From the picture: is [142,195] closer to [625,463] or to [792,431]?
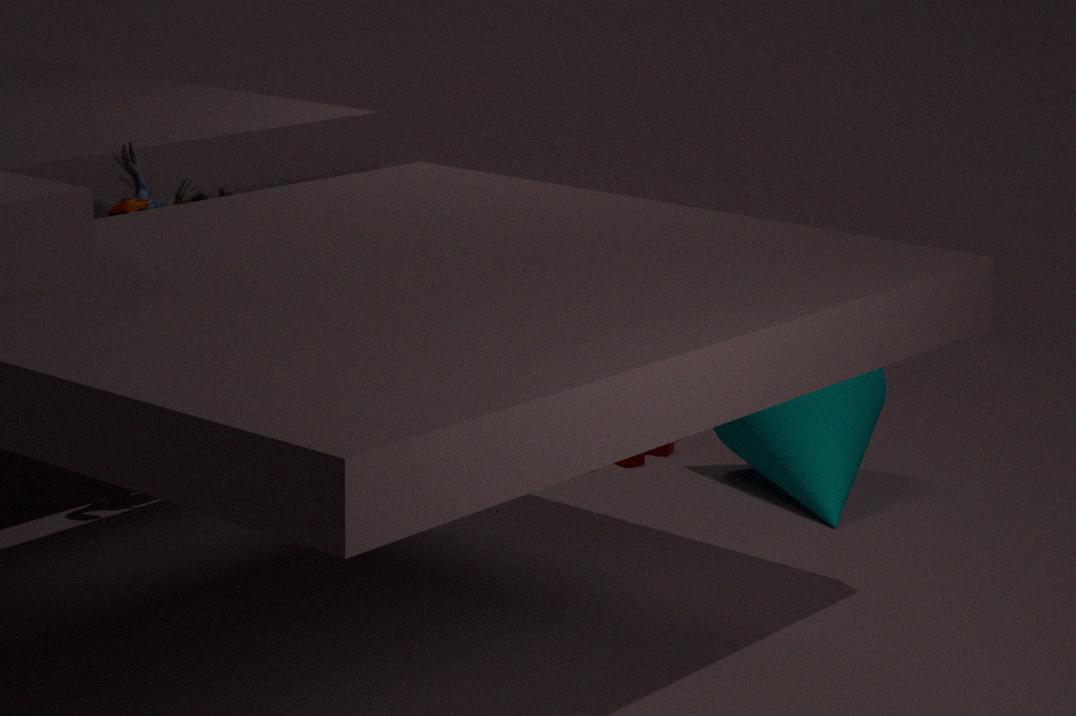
[625,463]
